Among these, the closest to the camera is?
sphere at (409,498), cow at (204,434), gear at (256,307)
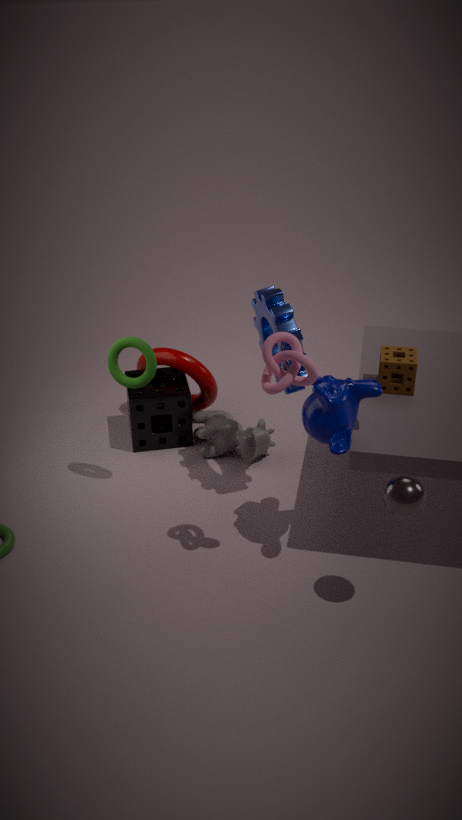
sphere at (409,498)
